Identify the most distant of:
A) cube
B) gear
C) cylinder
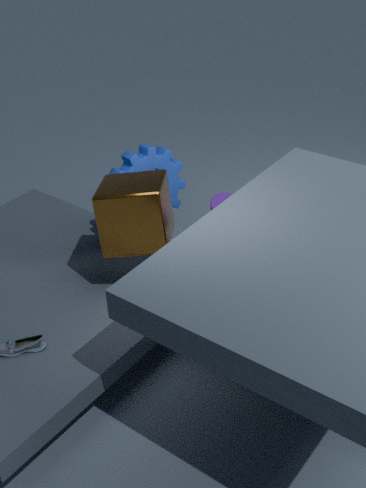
cylinder
